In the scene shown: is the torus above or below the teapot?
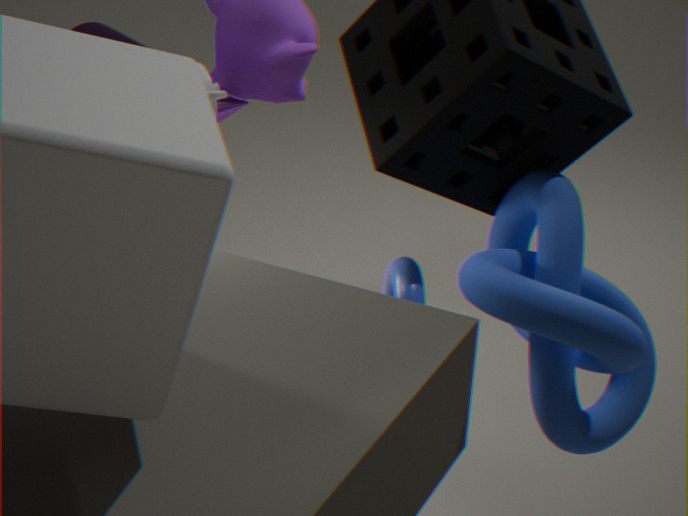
below
